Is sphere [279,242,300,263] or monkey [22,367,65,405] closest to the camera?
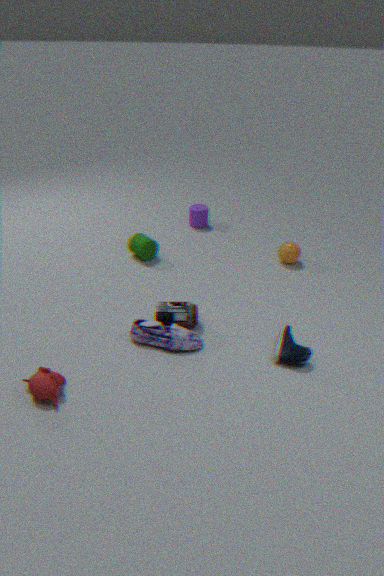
monkey [22,367,65,405]
